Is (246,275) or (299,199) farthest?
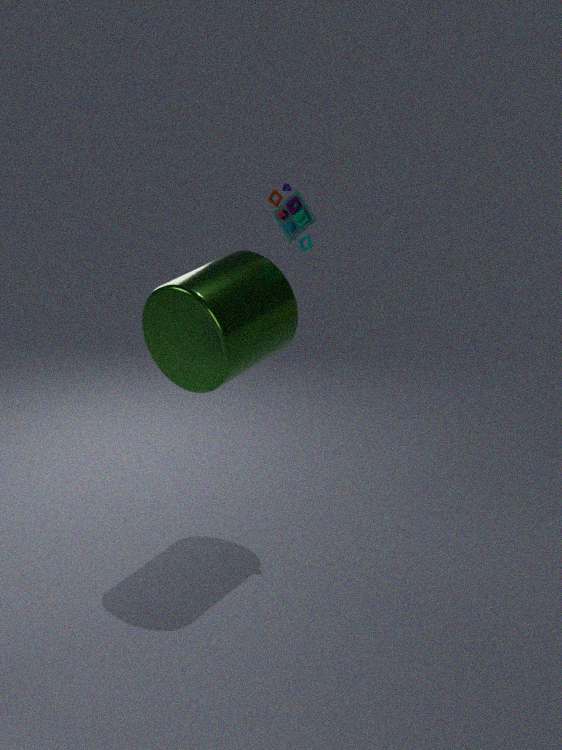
(299,199)
